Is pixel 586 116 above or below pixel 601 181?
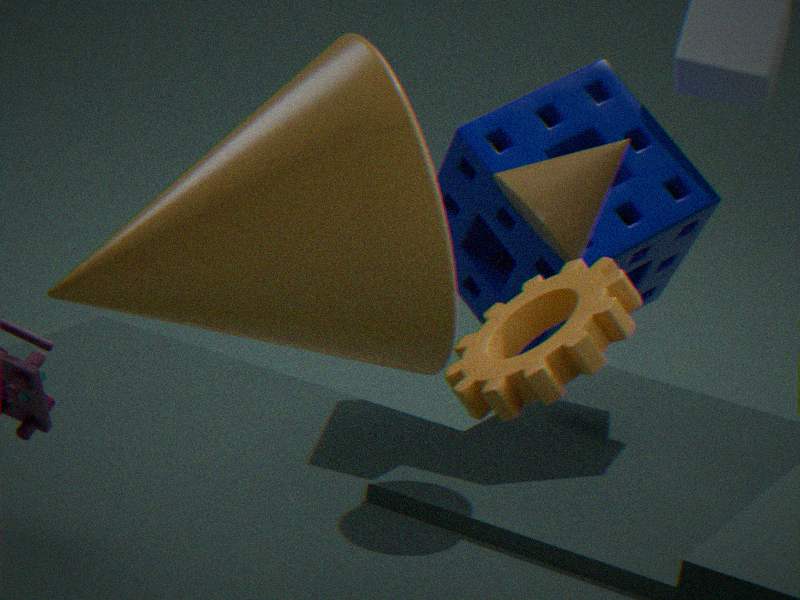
below
